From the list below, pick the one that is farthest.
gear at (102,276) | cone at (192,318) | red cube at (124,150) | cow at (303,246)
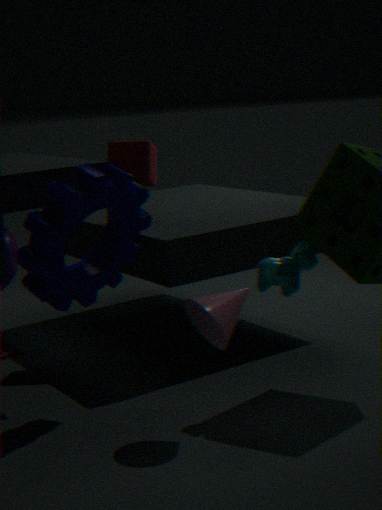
red cube at (124,150)
